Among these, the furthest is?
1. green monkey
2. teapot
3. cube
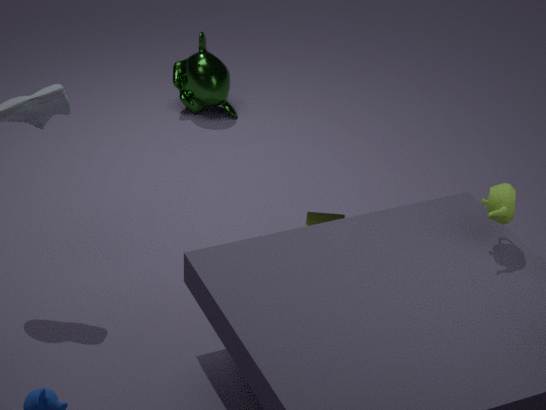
green monkey
